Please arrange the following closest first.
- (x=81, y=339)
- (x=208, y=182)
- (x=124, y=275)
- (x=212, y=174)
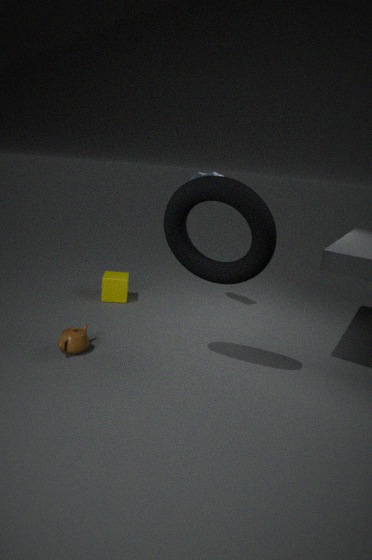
(x=208, y=182)
(x=81, y=339)
(x=212, y=174)
(x=124, y=275)
